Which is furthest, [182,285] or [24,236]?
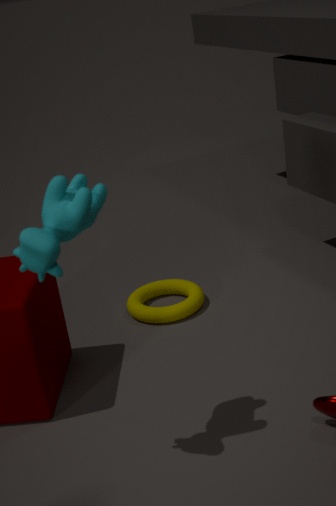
[182,285]
